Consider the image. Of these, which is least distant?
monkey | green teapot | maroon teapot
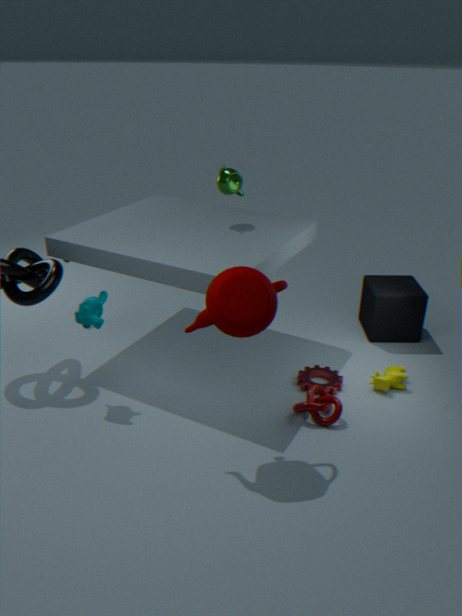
maroon teapot
